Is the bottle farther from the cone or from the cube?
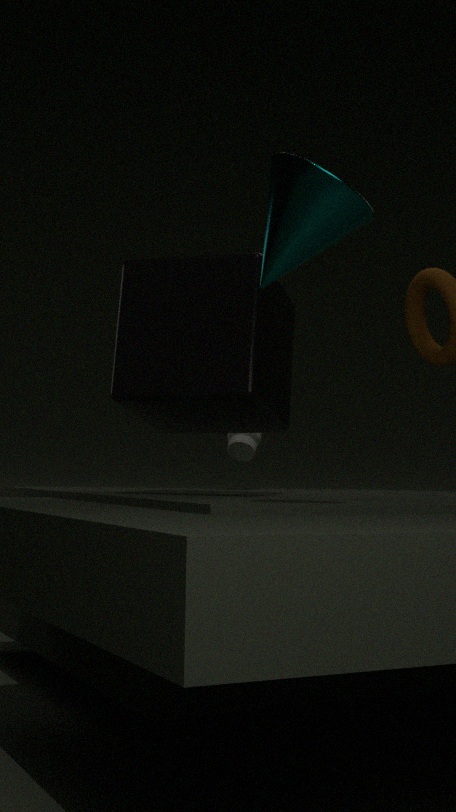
the cone
